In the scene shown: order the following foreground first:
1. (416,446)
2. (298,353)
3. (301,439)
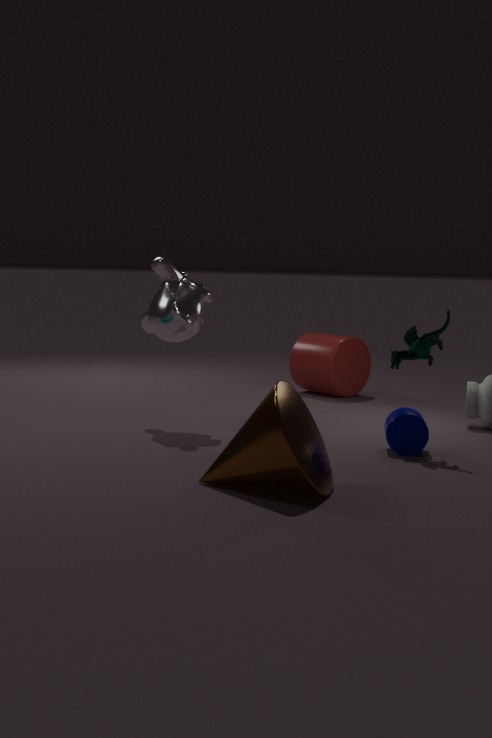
1. (301,439)
2. (416,446)
3. (298,353)
